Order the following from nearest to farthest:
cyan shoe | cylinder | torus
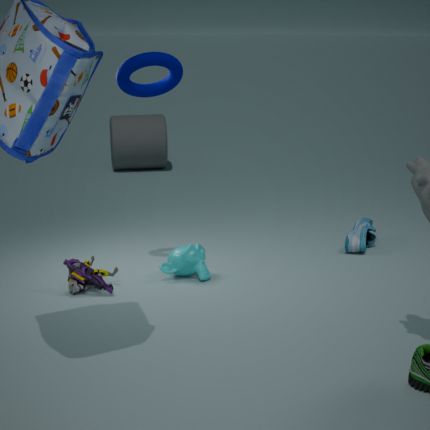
1. torus
2. cyan shoe
3. cylinder
